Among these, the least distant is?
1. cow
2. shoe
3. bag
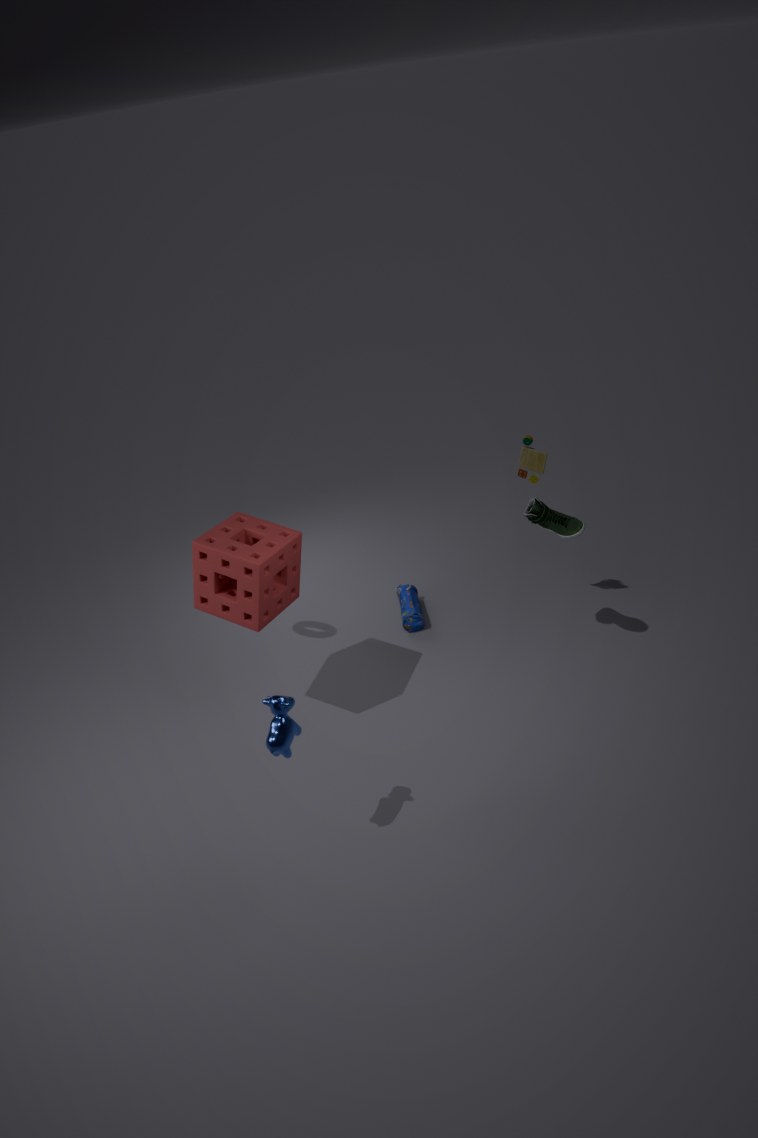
cow
